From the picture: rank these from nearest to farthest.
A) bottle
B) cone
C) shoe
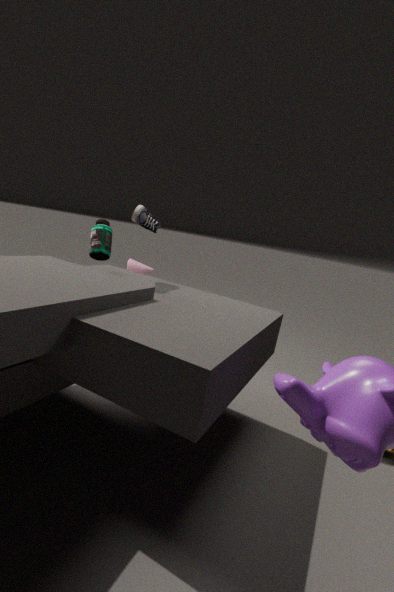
C. shoe < A. bottle < B. cone
